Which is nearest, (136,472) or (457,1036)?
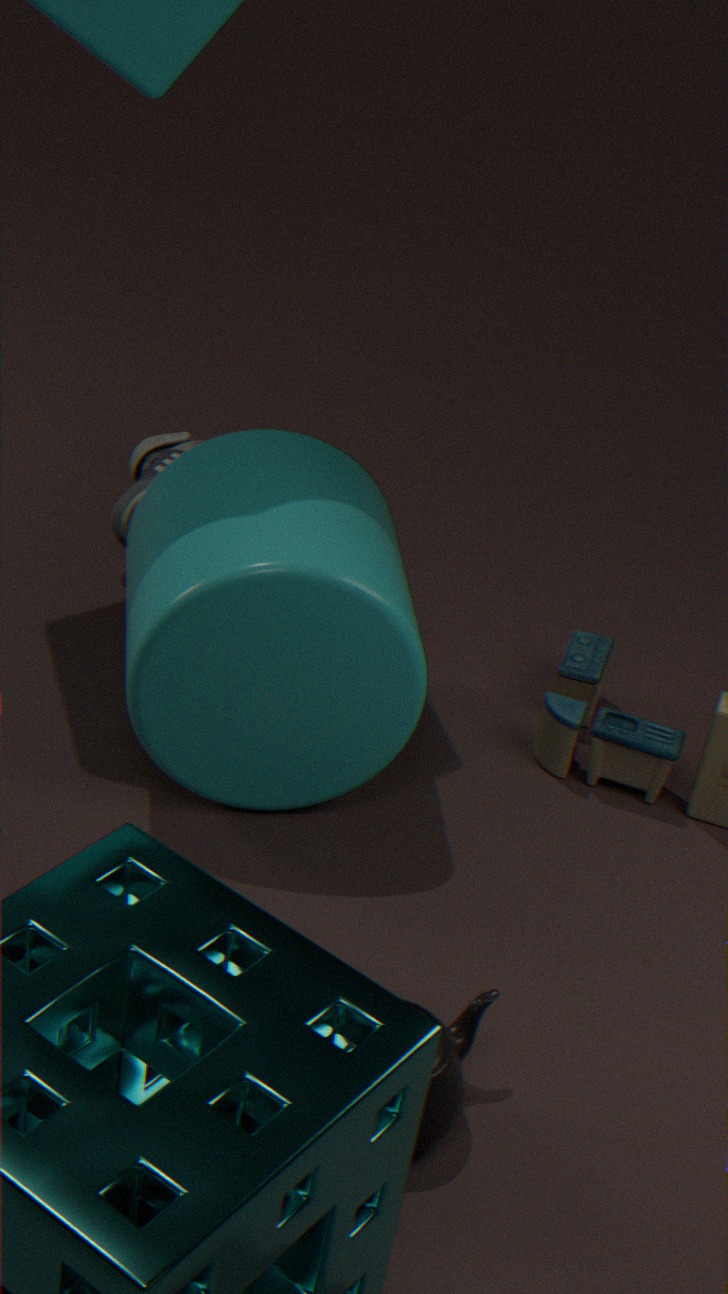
(457,1036)
